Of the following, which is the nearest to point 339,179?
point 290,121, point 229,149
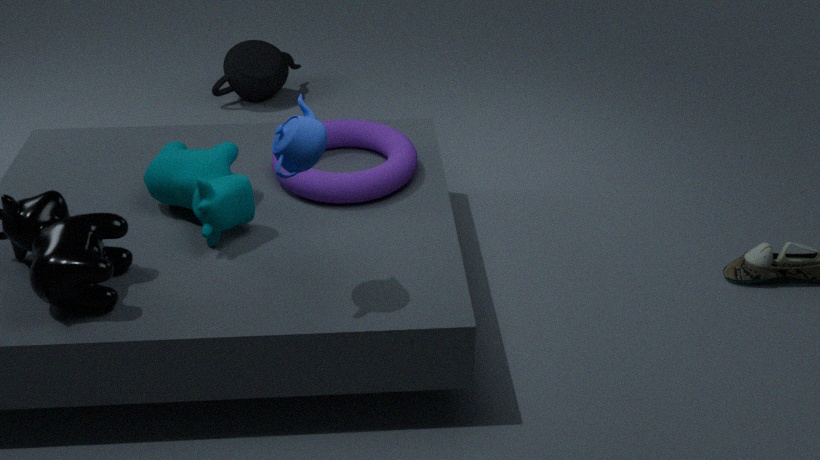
point 229,149
